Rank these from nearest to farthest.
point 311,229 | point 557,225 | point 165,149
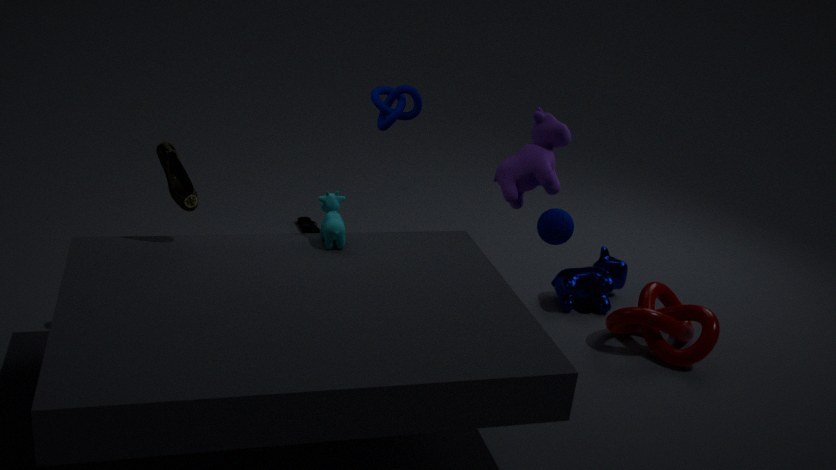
1. point 165,149
2. point 557,225
3. point 311,229
